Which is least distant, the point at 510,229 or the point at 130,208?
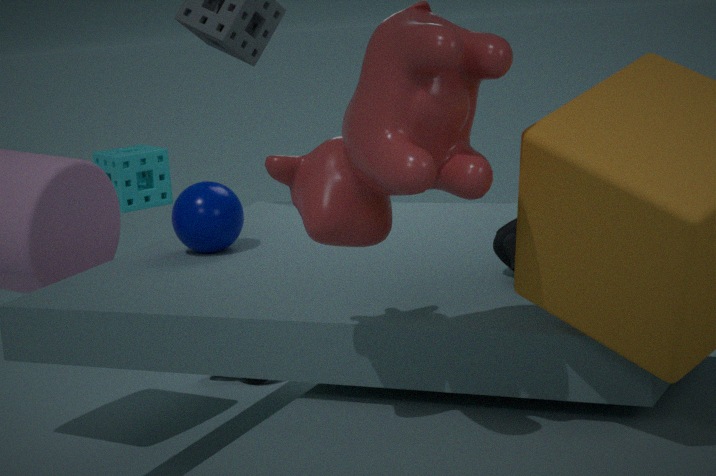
the point at 510,229
